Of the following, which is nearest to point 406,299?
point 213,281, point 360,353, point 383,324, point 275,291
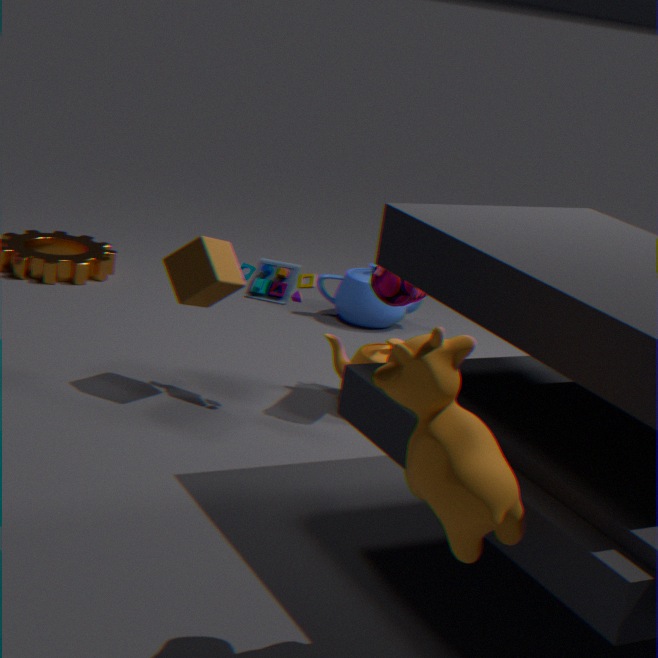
point 360,353
